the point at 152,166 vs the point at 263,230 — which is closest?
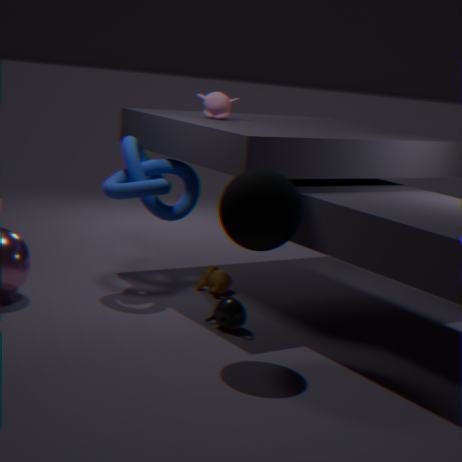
the point at 263,230
